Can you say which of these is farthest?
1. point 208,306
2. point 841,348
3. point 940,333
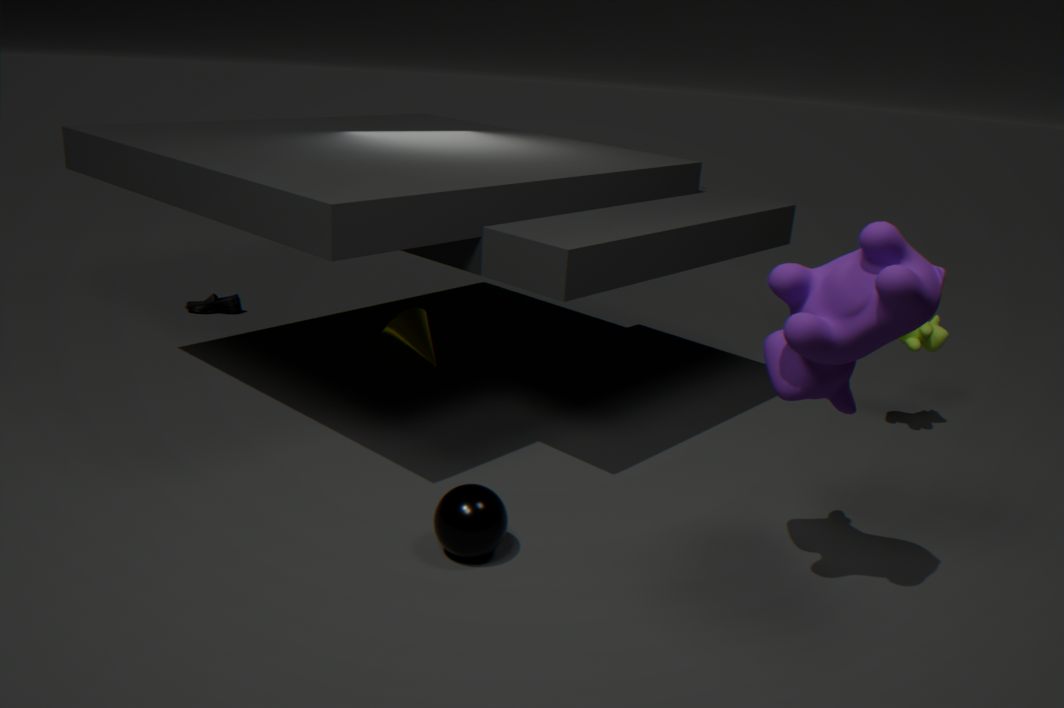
point 208,306
